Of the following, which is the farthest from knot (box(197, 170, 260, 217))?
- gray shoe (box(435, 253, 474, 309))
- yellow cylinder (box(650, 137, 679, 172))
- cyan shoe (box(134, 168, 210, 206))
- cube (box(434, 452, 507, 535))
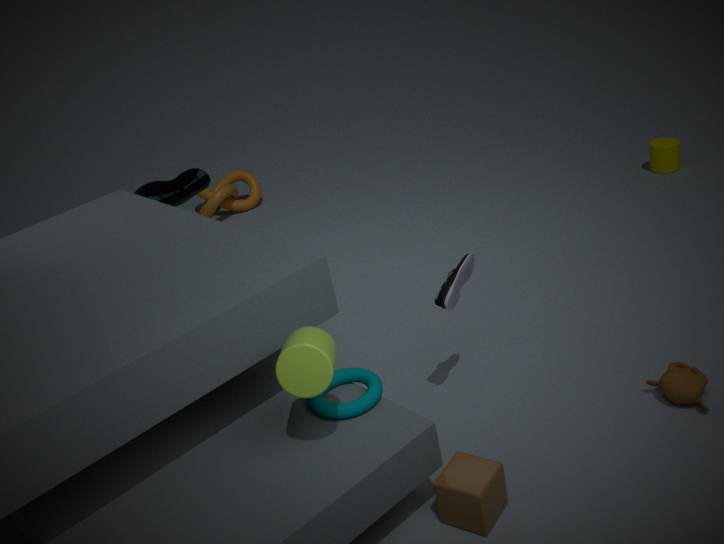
cube (box(434, 452, 507, 535))
